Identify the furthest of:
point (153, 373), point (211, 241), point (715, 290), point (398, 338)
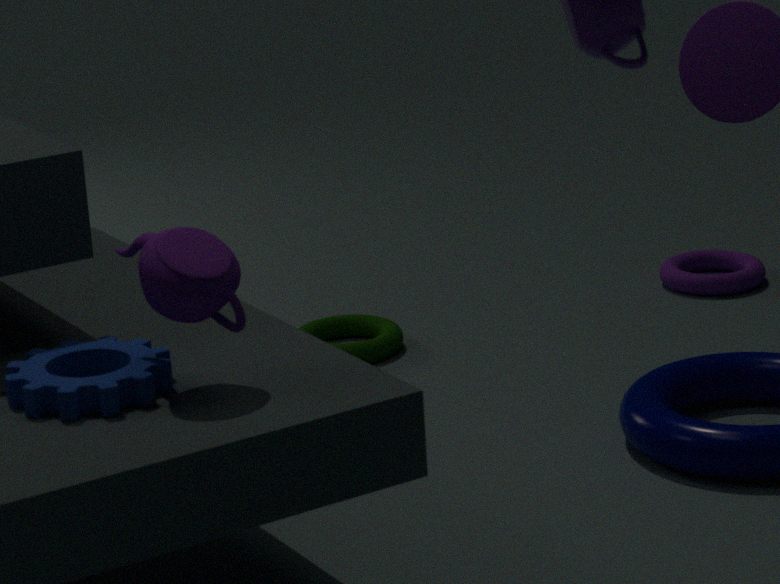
point (715, 290)
